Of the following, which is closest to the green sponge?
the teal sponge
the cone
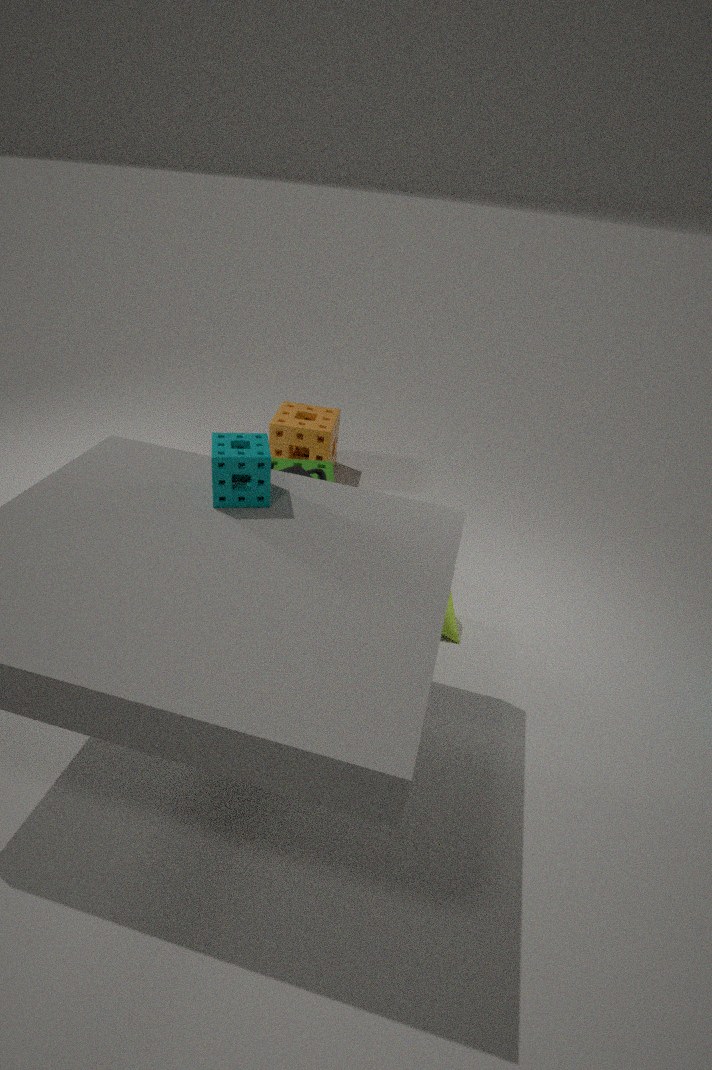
the cone
